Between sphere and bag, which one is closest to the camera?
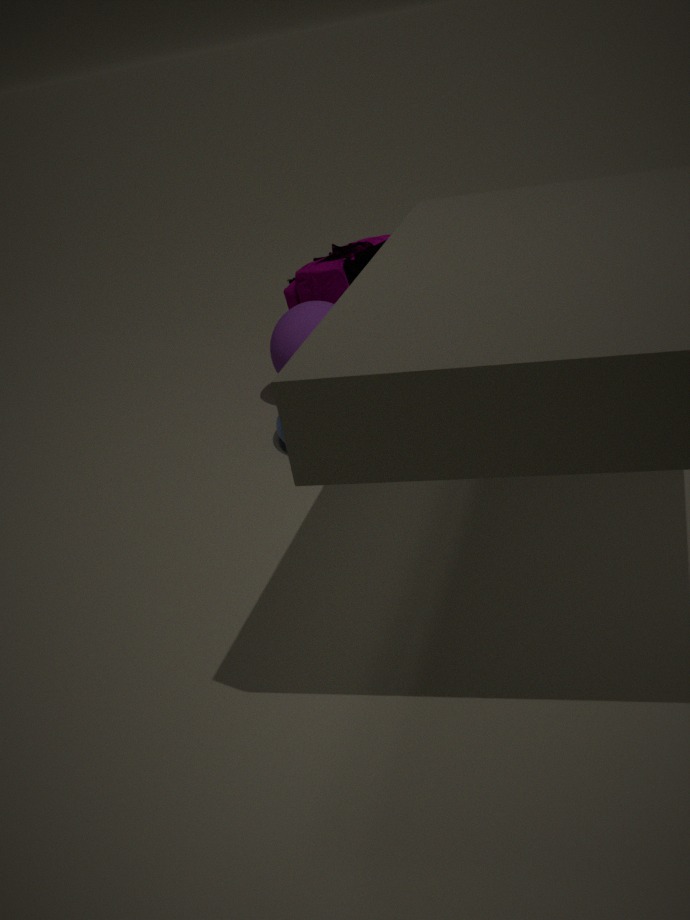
sphere
